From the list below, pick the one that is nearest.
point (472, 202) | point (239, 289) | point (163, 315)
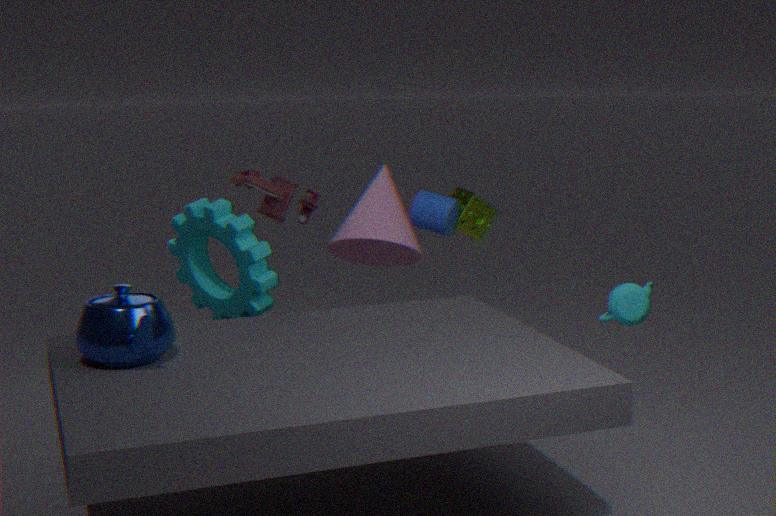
point (163, 315)
